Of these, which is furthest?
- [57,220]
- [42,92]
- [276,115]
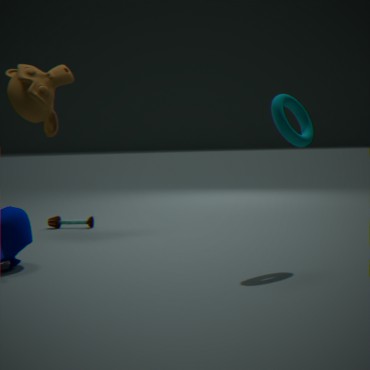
[57,220]
